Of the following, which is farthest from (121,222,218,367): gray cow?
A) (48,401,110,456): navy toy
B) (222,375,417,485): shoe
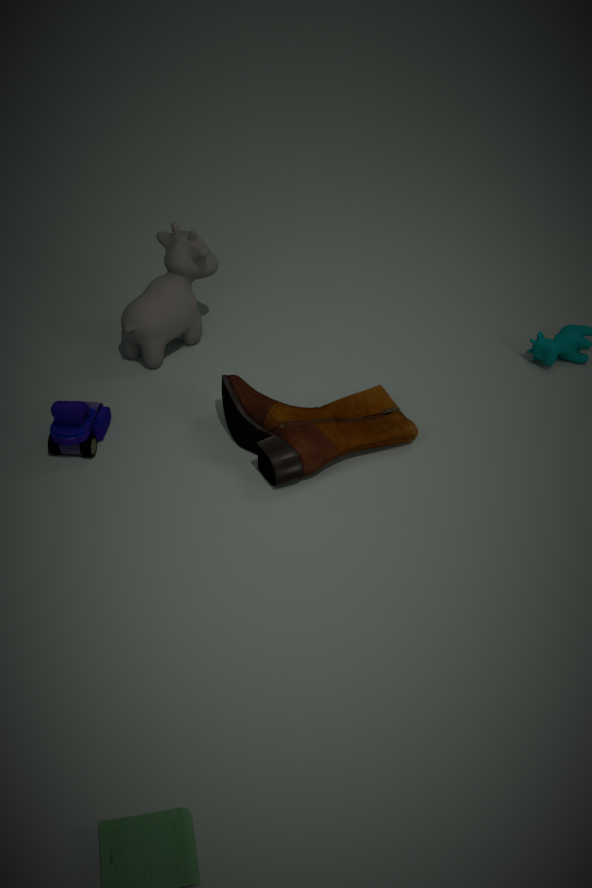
(222,375,417,485): shoe
